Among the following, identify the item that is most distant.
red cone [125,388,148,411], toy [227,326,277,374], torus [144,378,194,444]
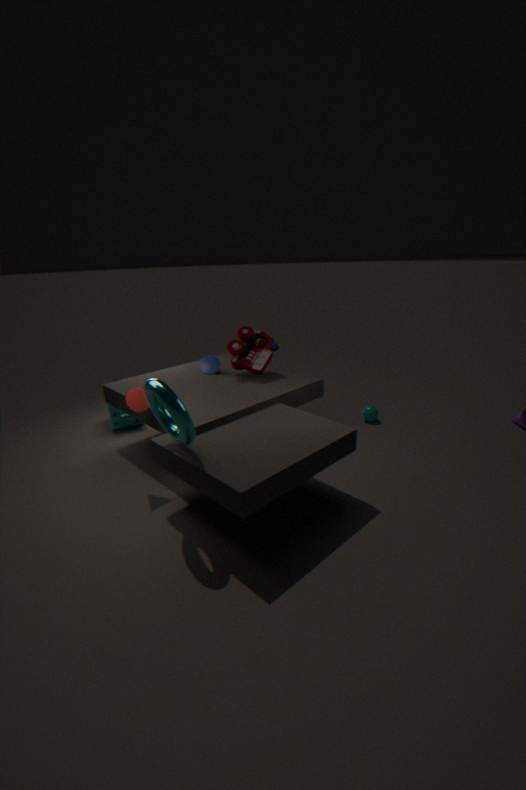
toy [227,326,277,374]
